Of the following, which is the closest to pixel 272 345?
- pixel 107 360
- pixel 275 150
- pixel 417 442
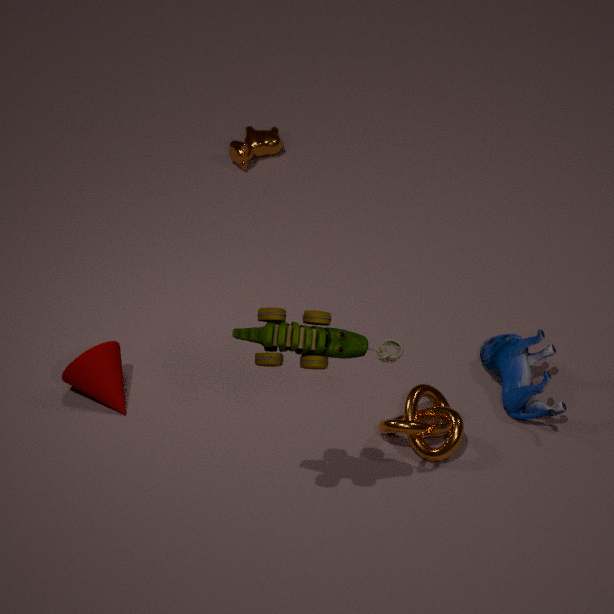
pixel 417 442
